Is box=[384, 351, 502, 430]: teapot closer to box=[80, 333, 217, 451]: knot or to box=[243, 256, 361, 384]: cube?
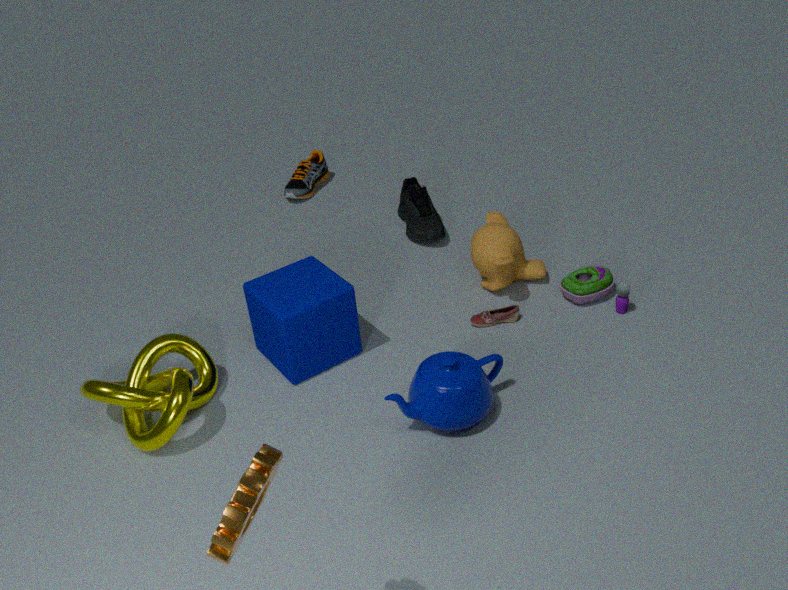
box=[243, 256, 361, 384]: cube
